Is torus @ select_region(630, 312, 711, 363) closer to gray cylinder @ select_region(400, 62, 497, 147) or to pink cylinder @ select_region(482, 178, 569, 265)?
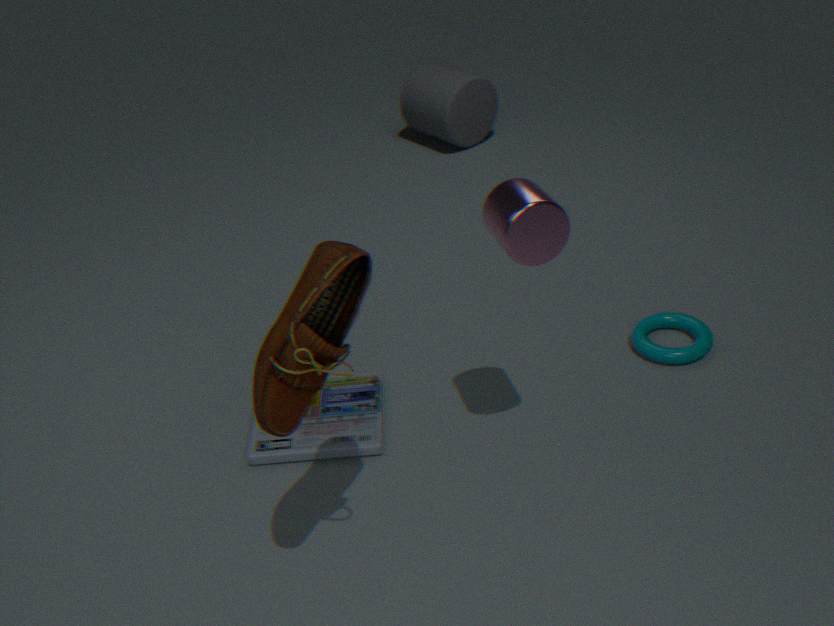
pink cylinder @ select_region(482, 178, 569, 265)
